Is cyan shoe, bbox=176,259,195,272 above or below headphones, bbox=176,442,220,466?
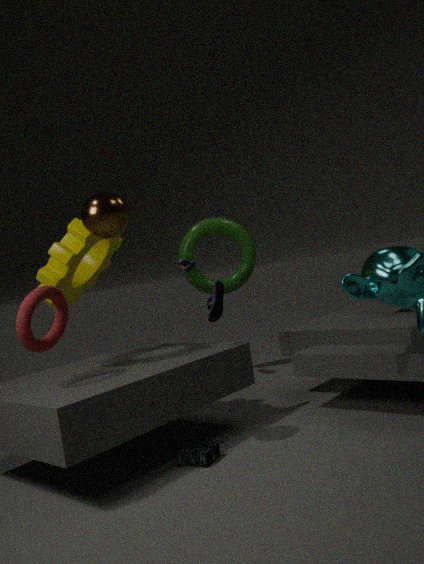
above
